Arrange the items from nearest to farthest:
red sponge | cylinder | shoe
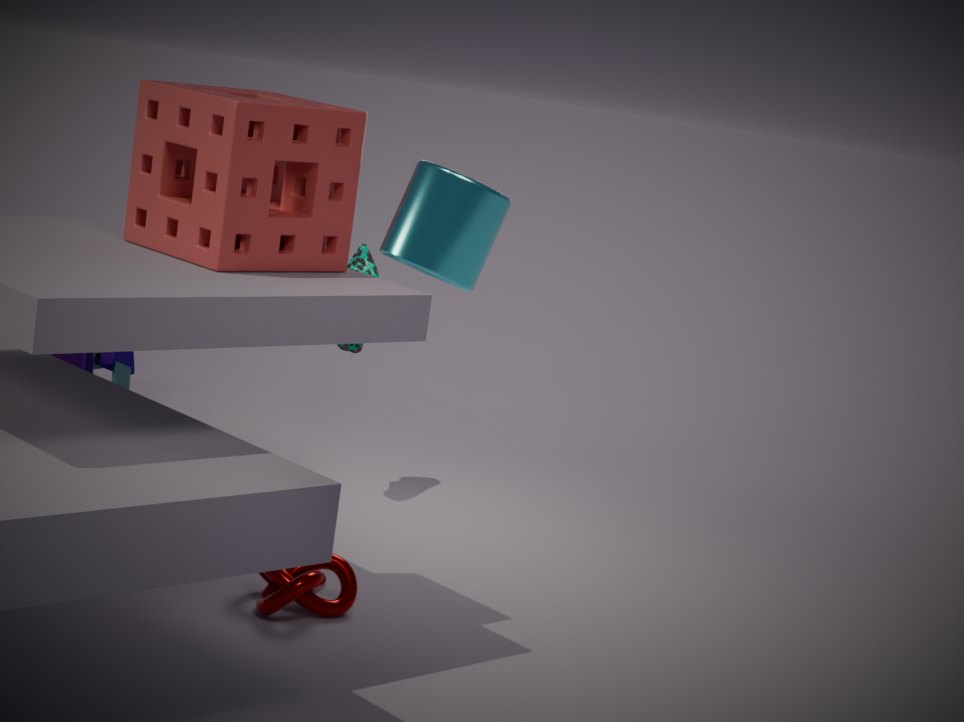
cylinder
red sponge
shoe
